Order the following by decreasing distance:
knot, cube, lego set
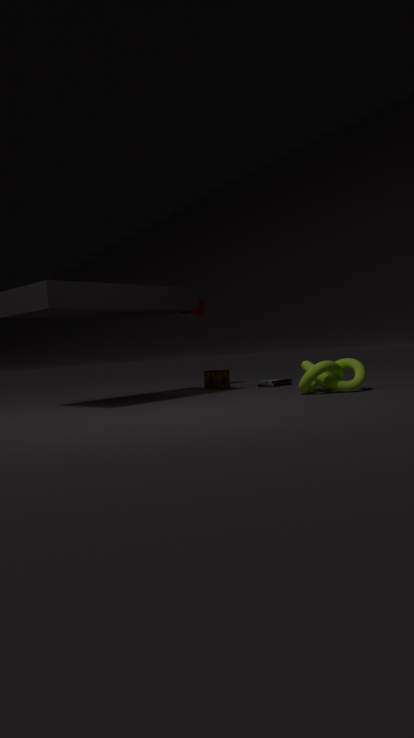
cube < lego set < knot
